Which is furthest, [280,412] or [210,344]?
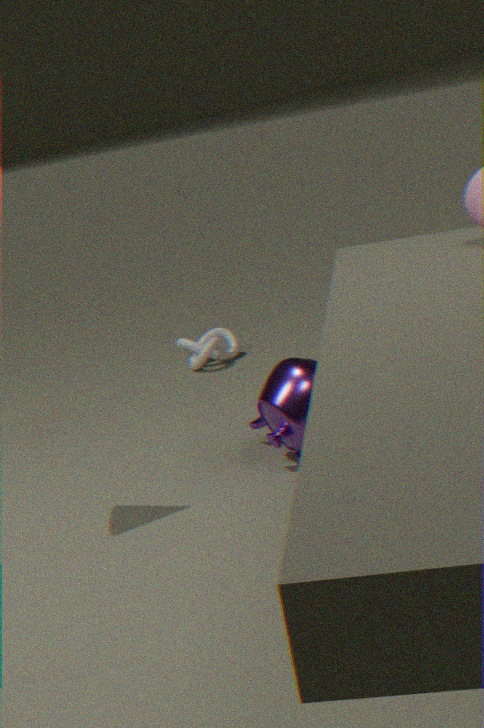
[210,344]
